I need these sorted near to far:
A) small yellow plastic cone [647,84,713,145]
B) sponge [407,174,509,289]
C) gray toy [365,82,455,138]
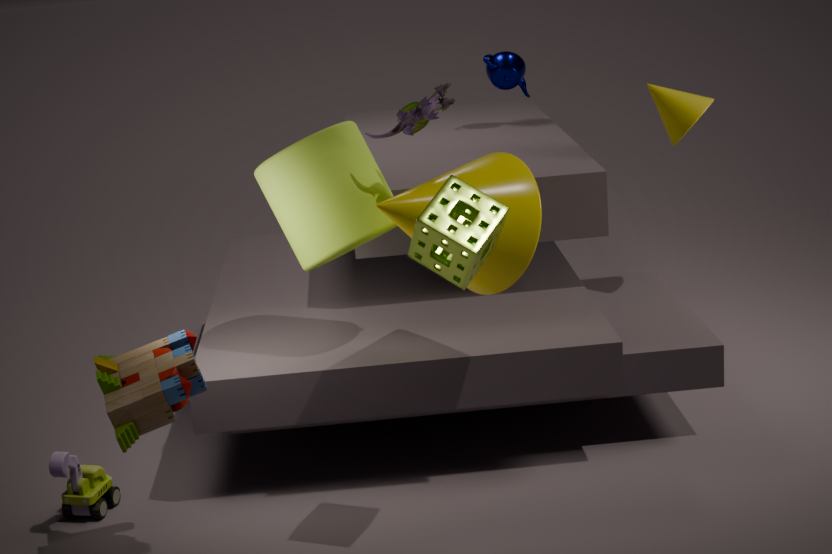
sponge [407,174,509,289]
gray toy [365,82,455,138]
small yellow plastic cone [647,84,713,145]
